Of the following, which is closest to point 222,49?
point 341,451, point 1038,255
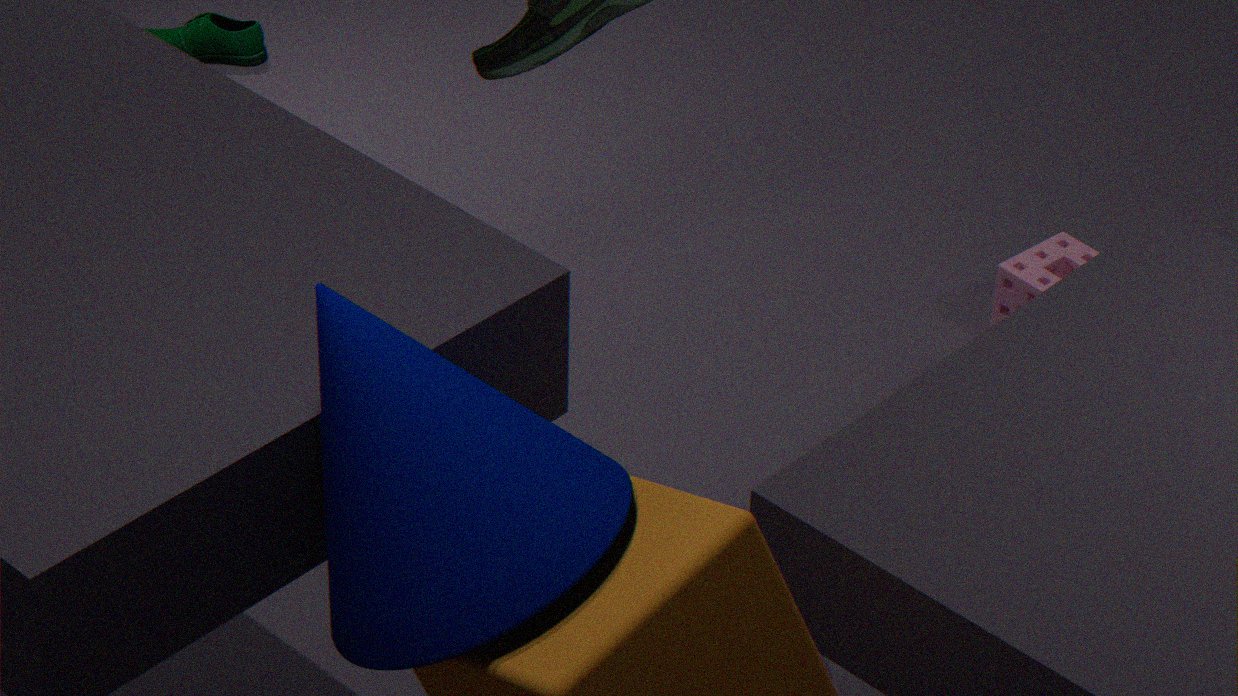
point 1038,255
